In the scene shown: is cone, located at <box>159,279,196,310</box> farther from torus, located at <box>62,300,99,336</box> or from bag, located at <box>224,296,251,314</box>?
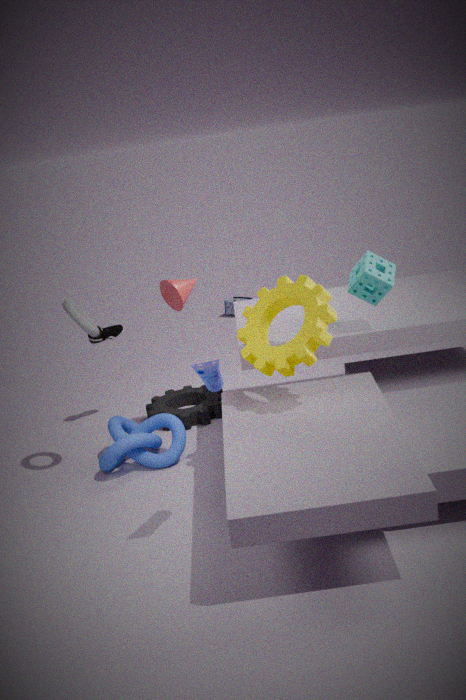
bag, located at <box>224,296,251,314</box>
